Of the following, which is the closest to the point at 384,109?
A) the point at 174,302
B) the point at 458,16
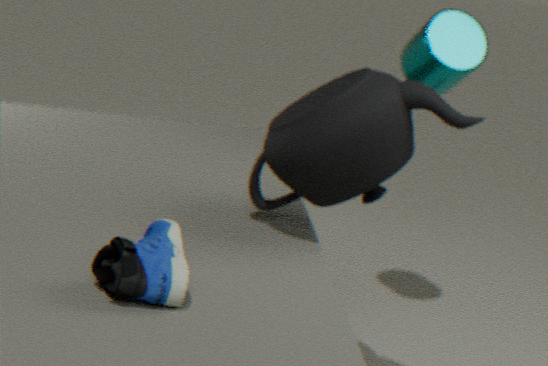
the point at 174,302
